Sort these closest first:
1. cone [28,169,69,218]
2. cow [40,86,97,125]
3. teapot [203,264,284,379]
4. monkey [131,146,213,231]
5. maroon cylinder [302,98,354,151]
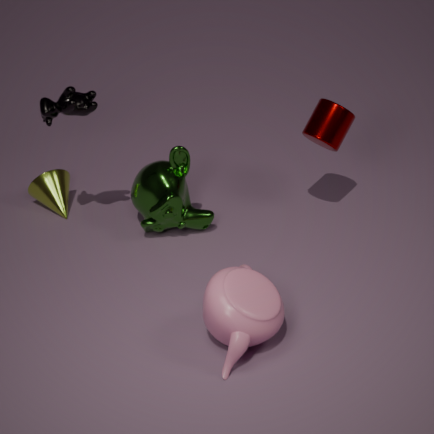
teapot [203,264,284,379]
cow [40,86,97,125]
maroon cylinder [302,98,354,151]
monkey [131,146,213,231]
cone [28,169,69,218]
